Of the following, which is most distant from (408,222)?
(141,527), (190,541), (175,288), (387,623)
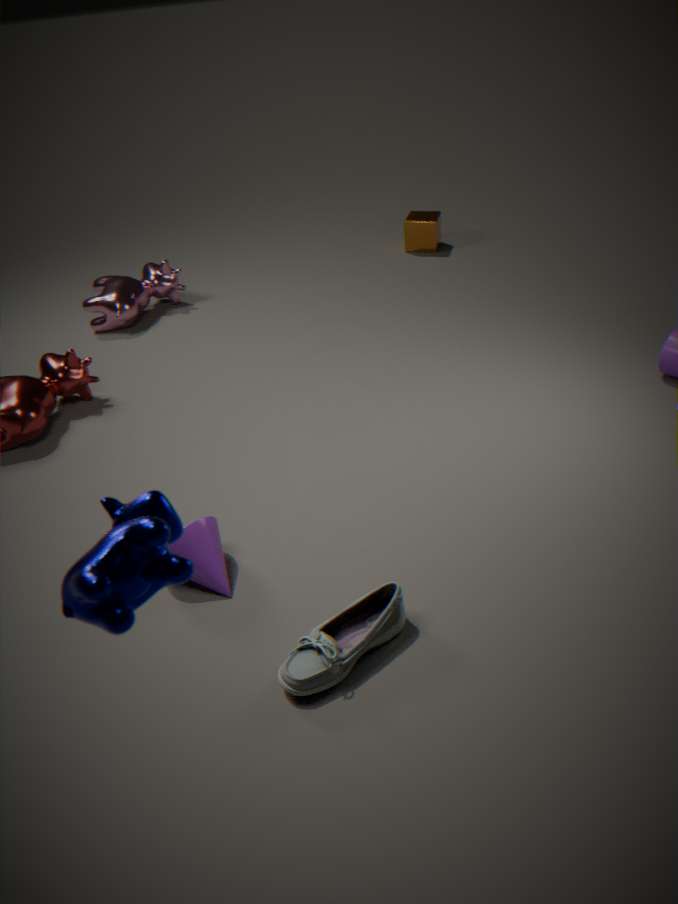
(141,527)
